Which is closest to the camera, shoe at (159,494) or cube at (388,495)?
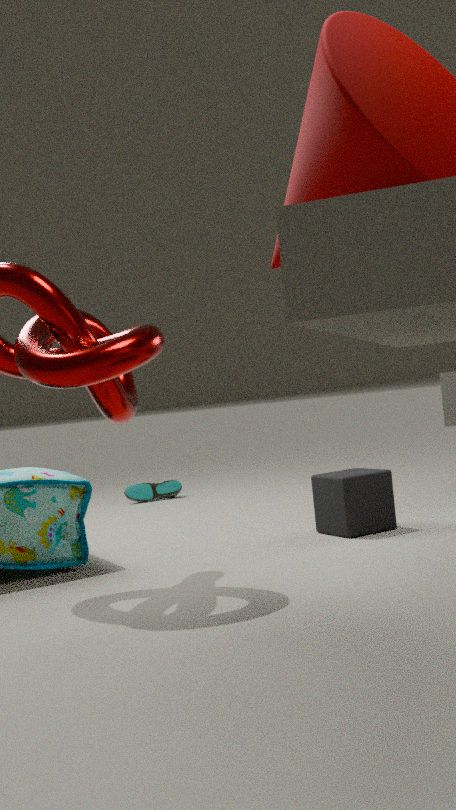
cube at (388,495)
